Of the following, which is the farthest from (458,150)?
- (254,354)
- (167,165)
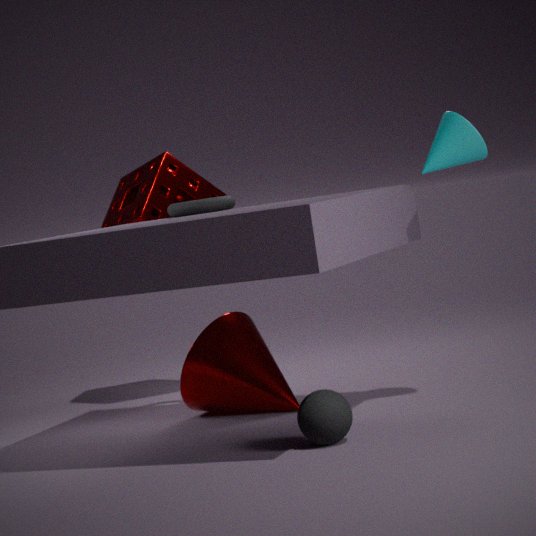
(167,165)
